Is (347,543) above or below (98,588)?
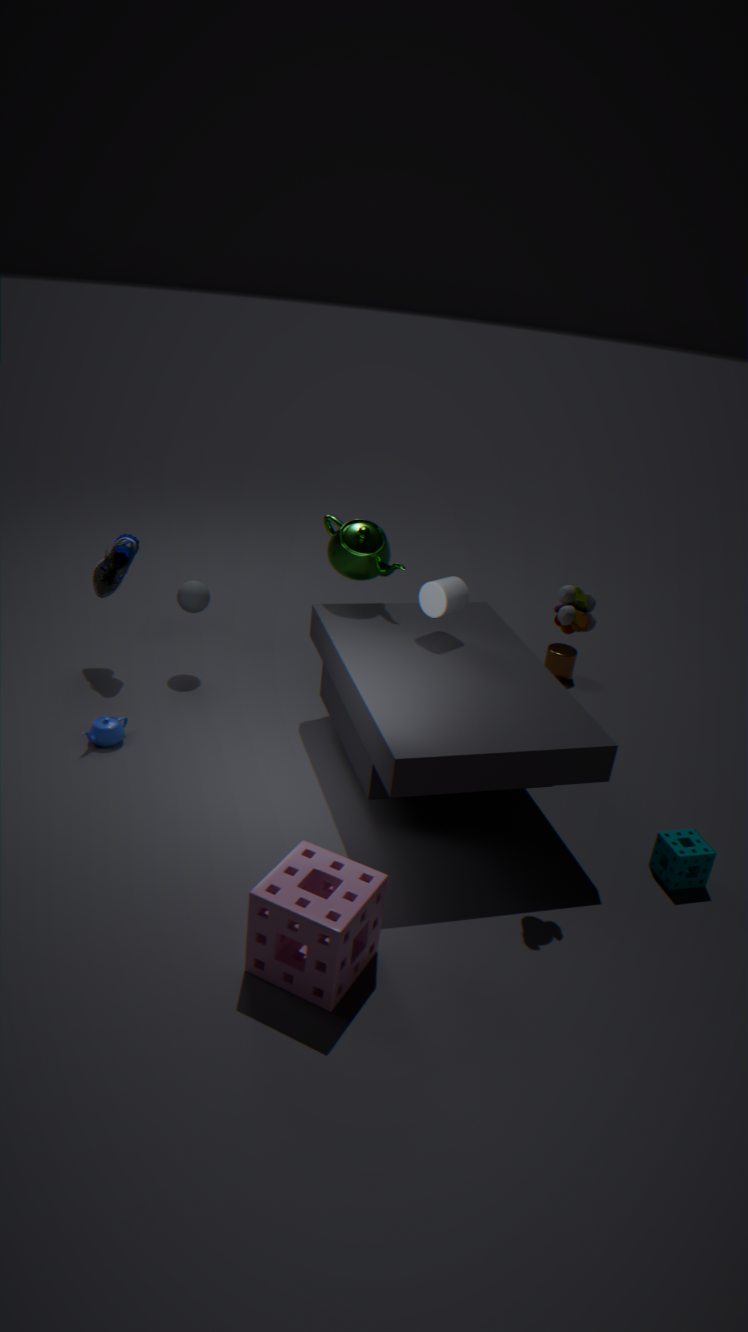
above
